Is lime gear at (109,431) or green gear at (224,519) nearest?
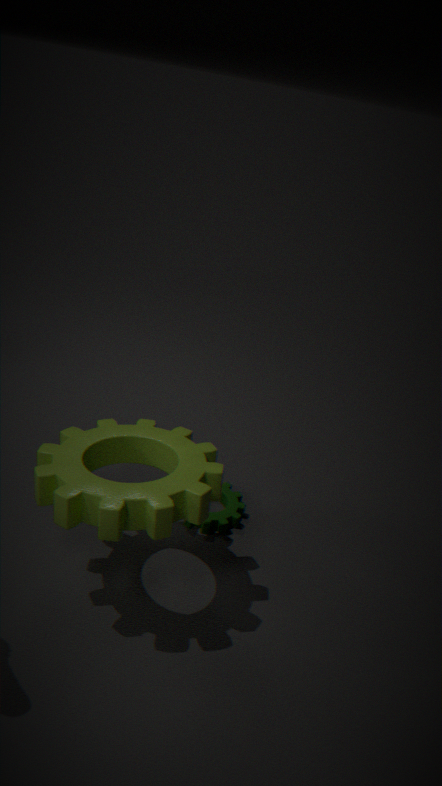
lime gear at (109,431)
